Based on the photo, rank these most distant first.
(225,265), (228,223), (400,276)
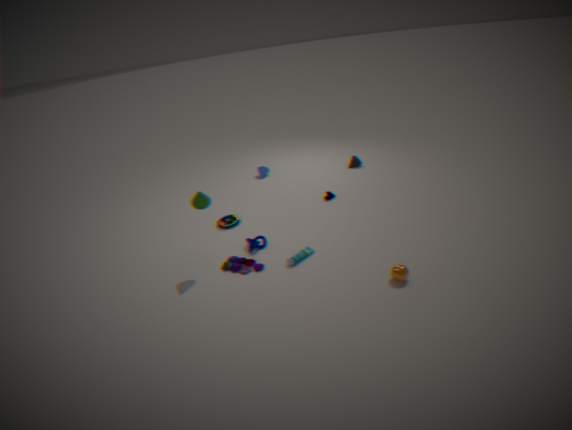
(228,223), (225,265), (400,276)
